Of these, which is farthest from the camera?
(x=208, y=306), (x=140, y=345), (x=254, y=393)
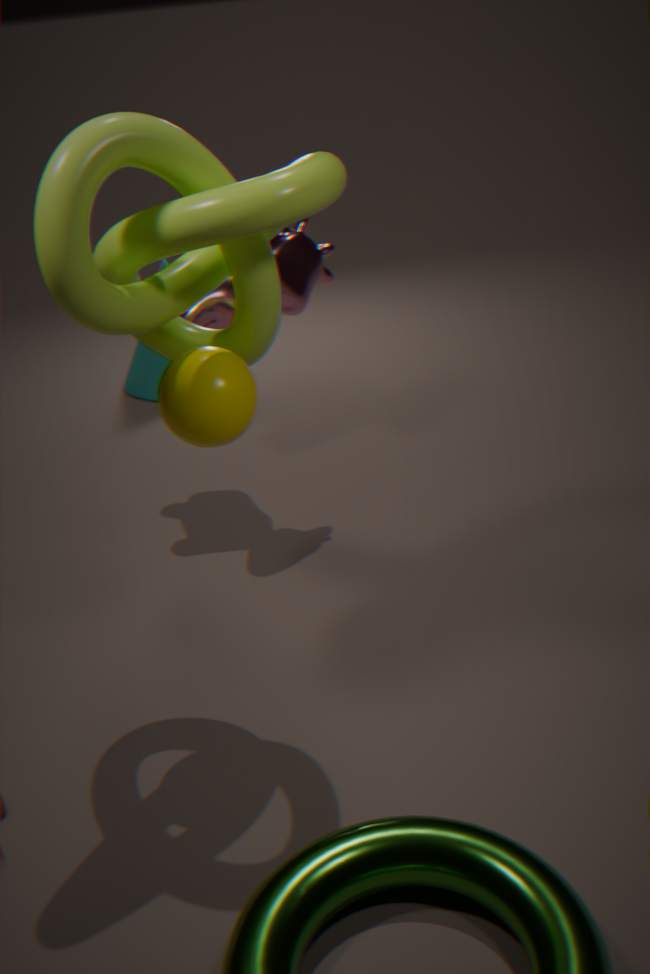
(x=140, y=345)
